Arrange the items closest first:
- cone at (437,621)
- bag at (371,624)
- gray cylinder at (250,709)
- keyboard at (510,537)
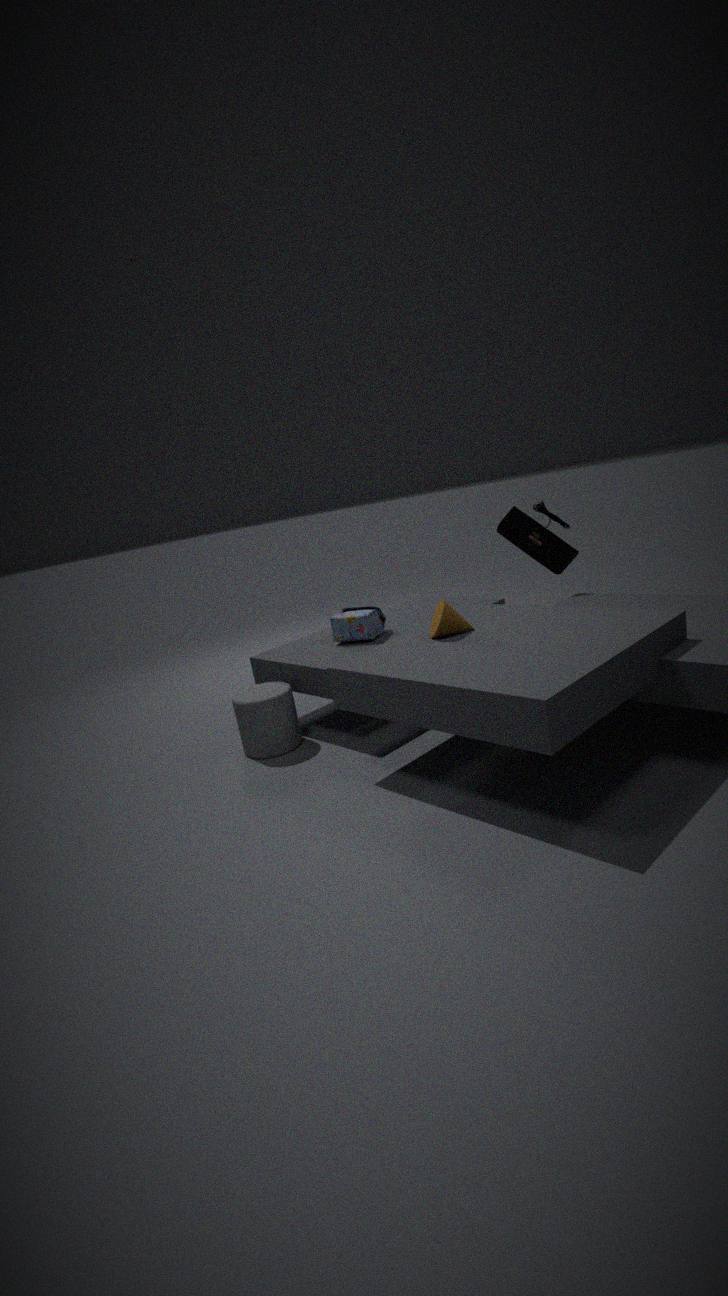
1. cone at (437,621)
2. gray cylinder at (250,709)
3. bag at (371,624)
4. keyboard at (510,537)
